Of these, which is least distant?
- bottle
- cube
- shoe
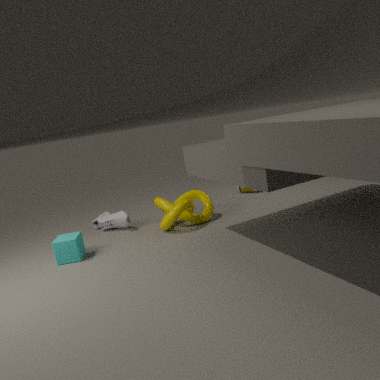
cube
